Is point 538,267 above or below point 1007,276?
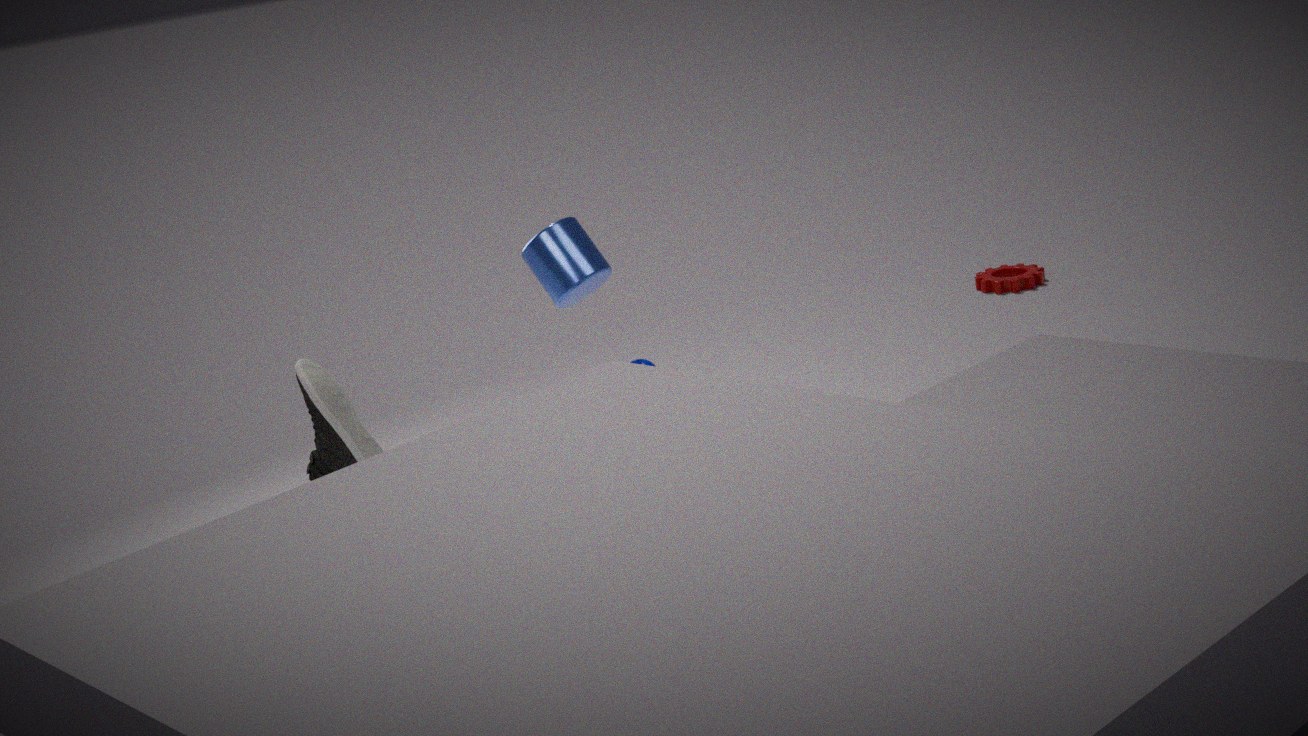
above
